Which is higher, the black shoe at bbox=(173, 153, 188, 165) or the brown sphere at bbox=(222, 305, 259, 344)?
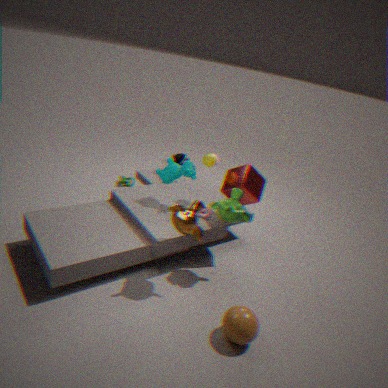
the black shoe at bbox=(173, 153, 188, 165)
